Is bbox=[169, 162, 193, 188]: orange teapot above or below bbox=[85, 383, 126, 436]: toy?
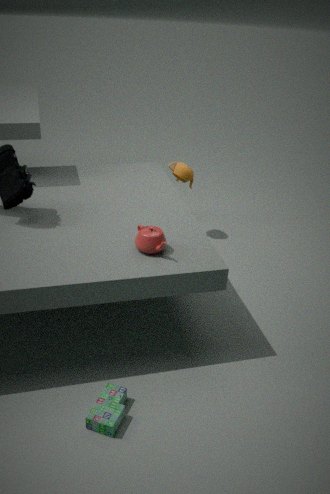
above
